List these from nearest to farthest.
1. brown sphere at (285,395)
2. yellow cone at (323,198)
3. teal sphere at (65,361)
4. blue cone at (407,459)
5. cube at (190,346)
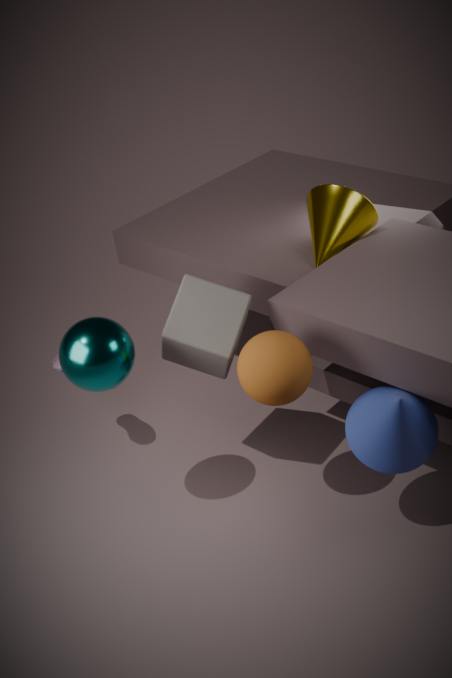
blue cone at (407,459) < brown sphere at (285,395) < teal sphere at (65,361) < cube at (190,346) < yellow cone at (323,198)
